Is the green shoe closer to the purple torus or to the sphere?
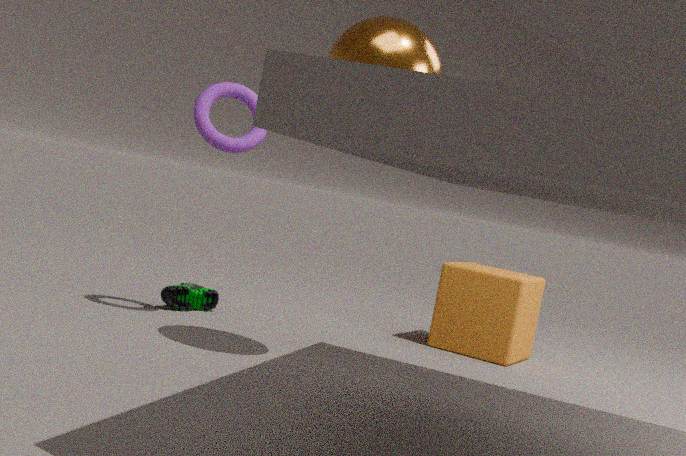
the purple torus
